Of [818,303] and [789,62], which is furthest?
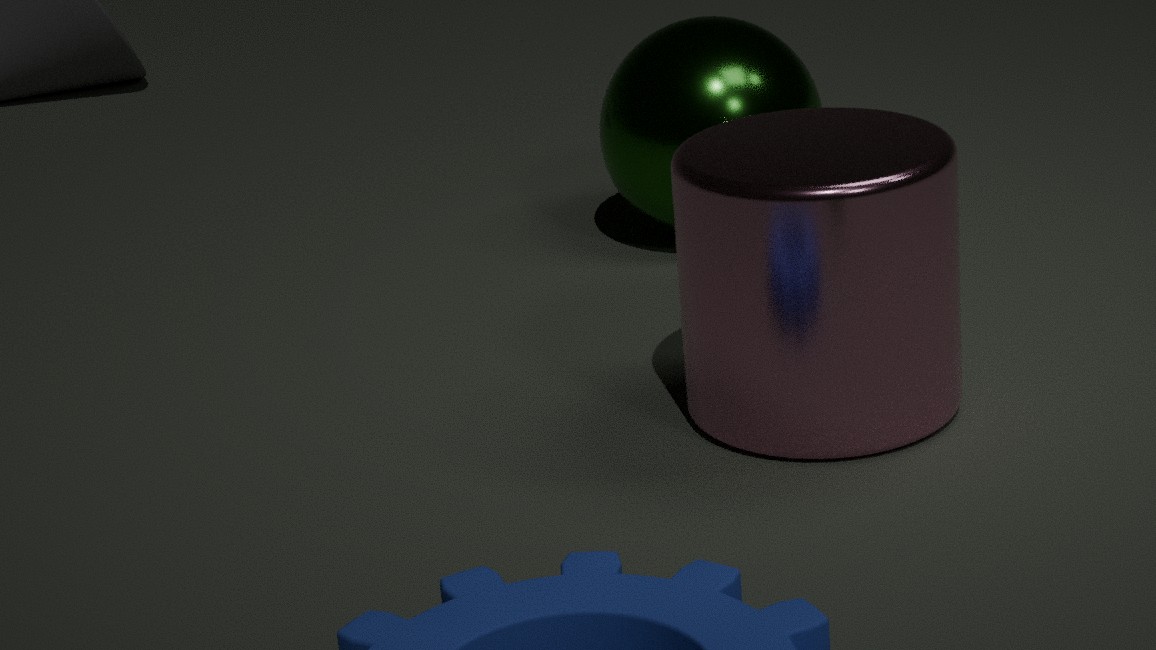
[789,62]
